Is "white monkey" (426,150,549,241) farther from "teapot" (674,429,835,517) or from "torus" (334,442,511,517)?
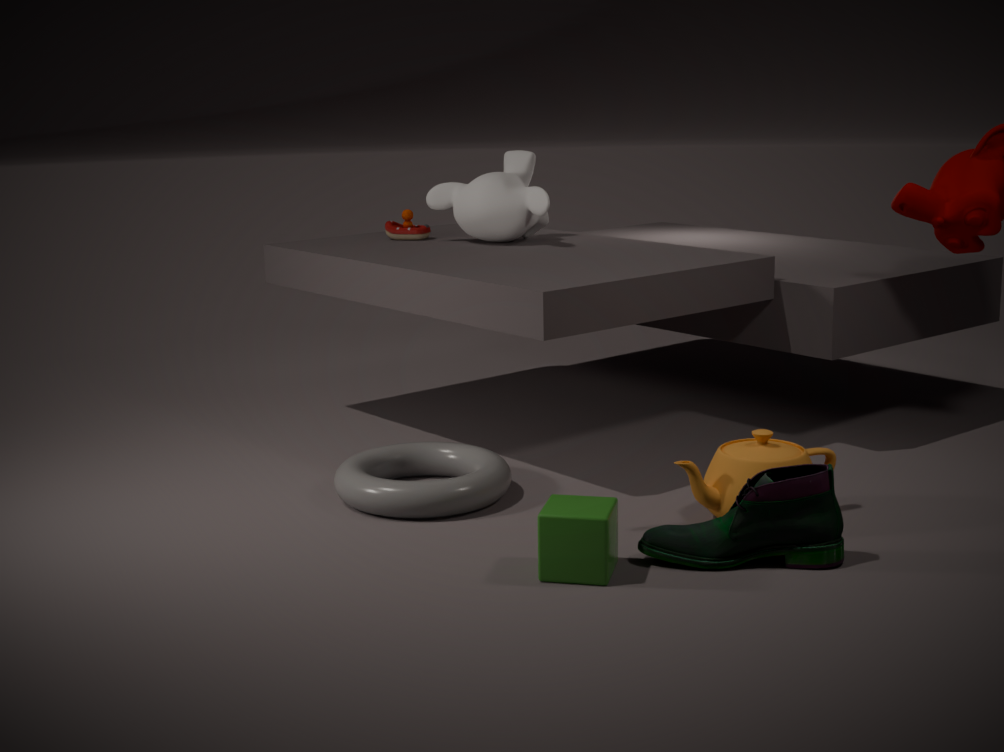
"teapot" (674,429,835,517)
